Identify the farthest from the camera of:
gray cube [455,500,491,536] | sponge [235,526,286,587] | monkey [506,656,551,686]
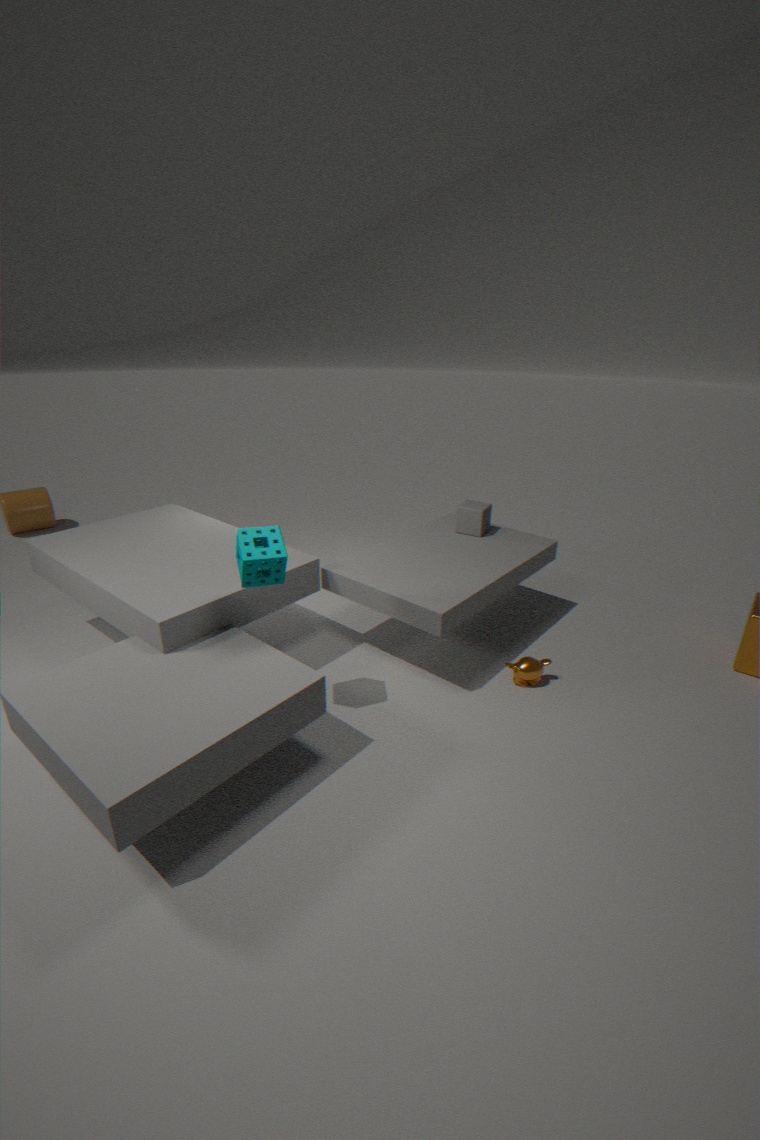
gray cube [455,500,491,536]
